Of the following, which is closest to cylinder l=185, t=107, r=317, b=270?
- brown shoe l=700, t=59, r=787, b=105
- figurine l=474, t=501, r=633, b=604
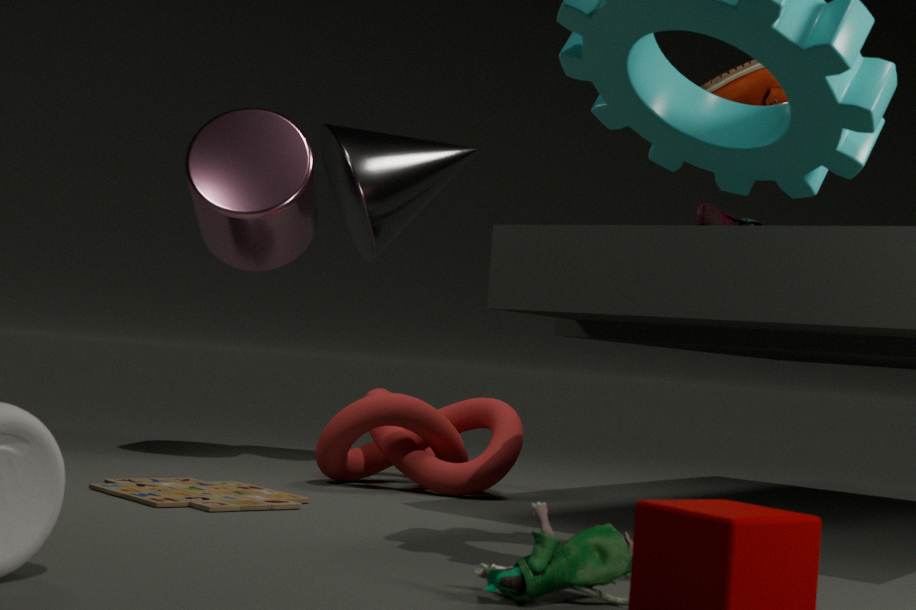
brown shoe l=700, t=59, r=787, b=105
